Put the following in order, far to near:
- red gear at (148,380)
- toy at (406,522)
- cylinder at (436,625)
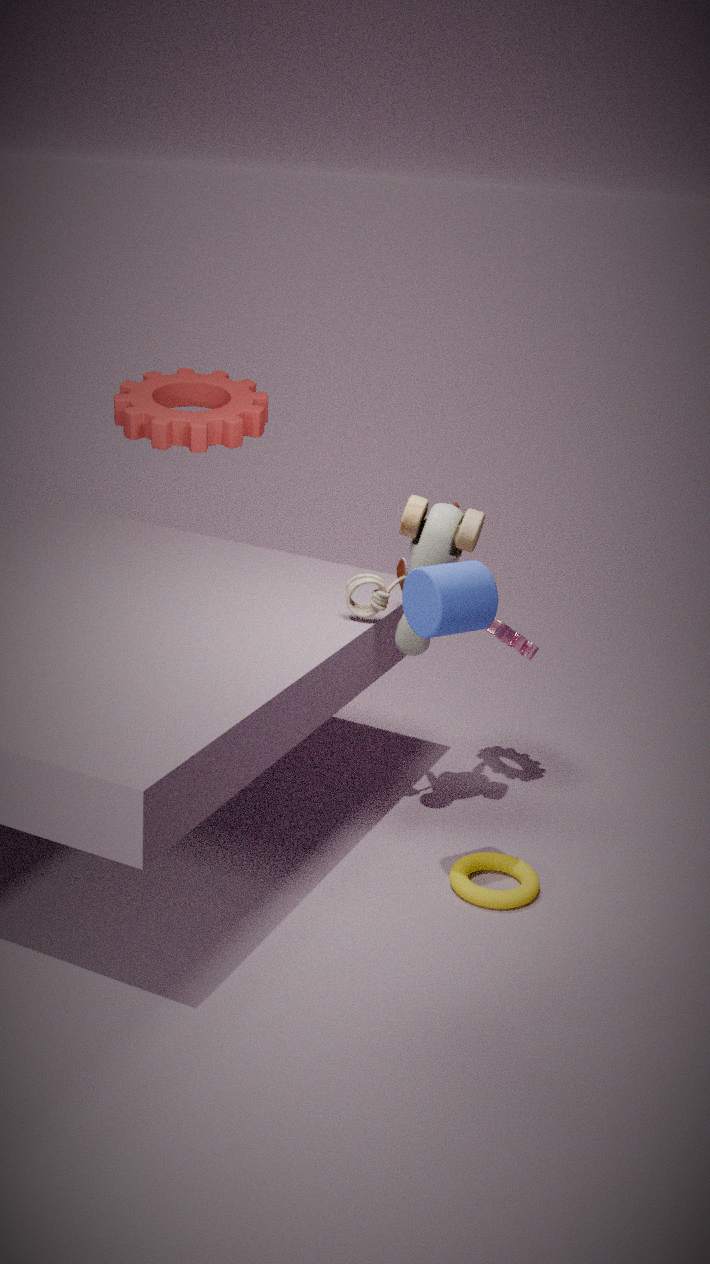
red gear at (148,380), toy at (406,522), cylinder at (436,625)
